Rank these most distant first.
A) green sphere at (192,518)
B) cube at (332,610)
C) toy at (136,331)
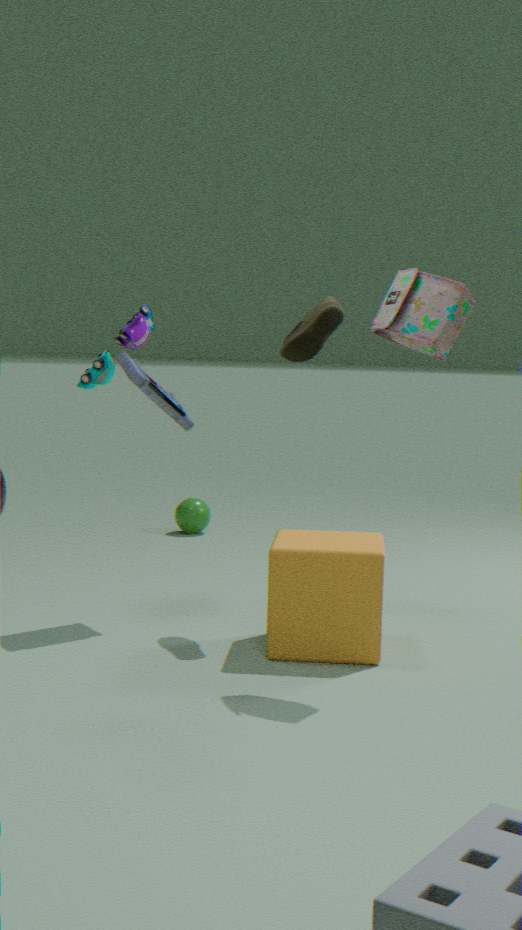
green sphere at (192,518) < cube at (332,610) < toy at (136,331)
